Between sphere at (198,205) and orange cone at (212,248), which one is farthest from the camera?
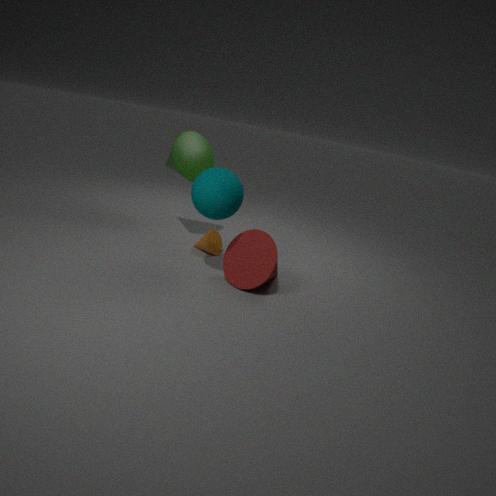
orange cone at (212,248)
